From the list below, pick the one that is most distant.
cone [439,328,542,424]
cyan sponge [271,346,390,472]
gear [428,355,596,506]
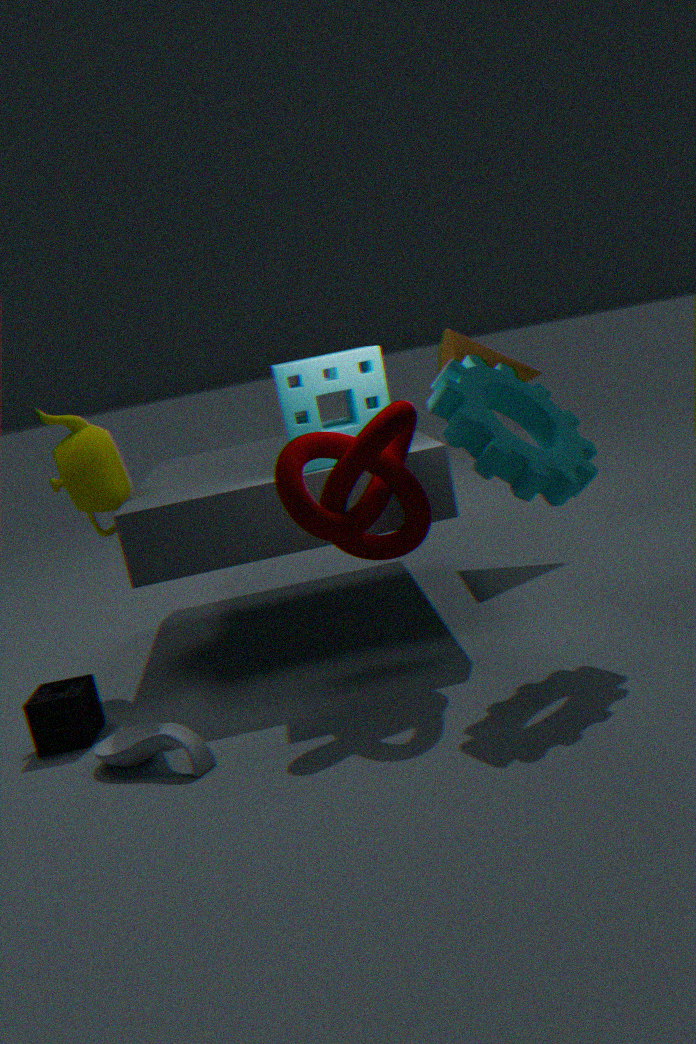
cone [439,328,542,424]
